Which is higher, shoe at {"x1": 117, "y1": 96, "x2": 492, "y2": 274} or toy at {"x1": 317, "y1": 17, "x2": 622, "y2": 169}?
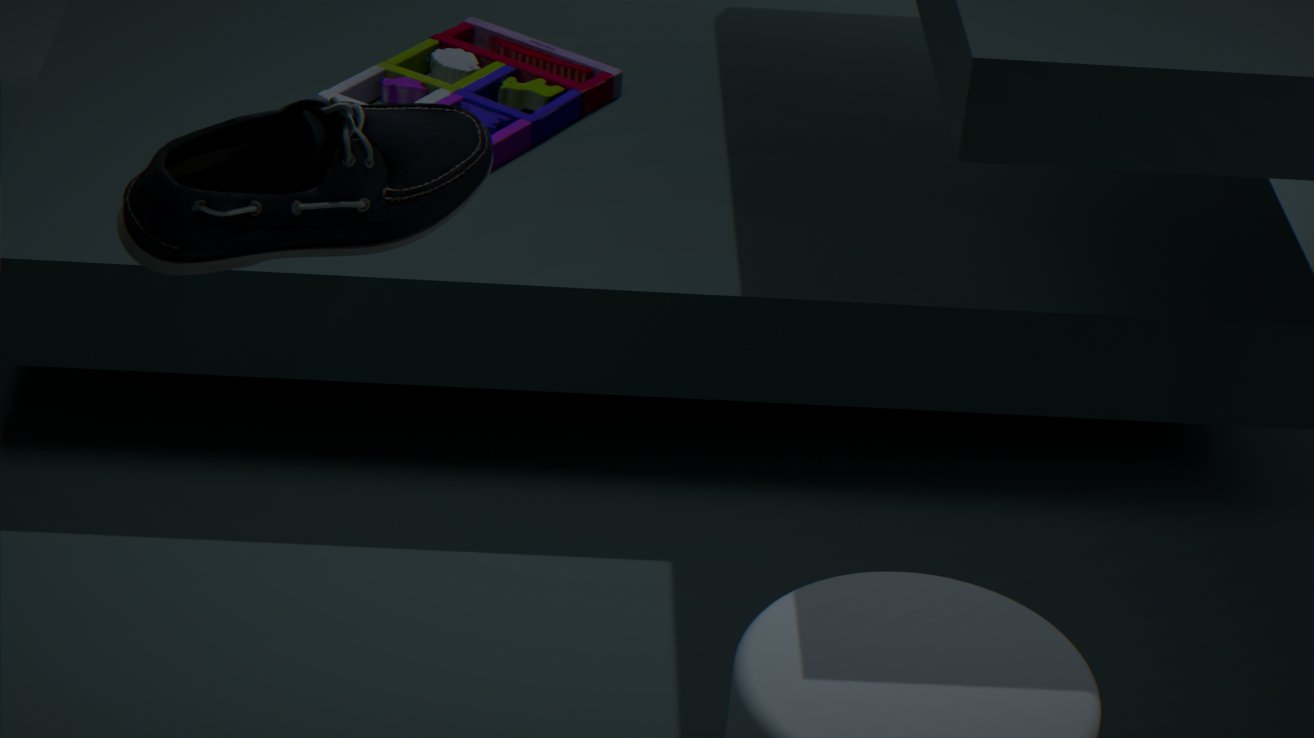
shoe at {"x1": 117, "y1": 96, "x2": 492, "y2": 274}
